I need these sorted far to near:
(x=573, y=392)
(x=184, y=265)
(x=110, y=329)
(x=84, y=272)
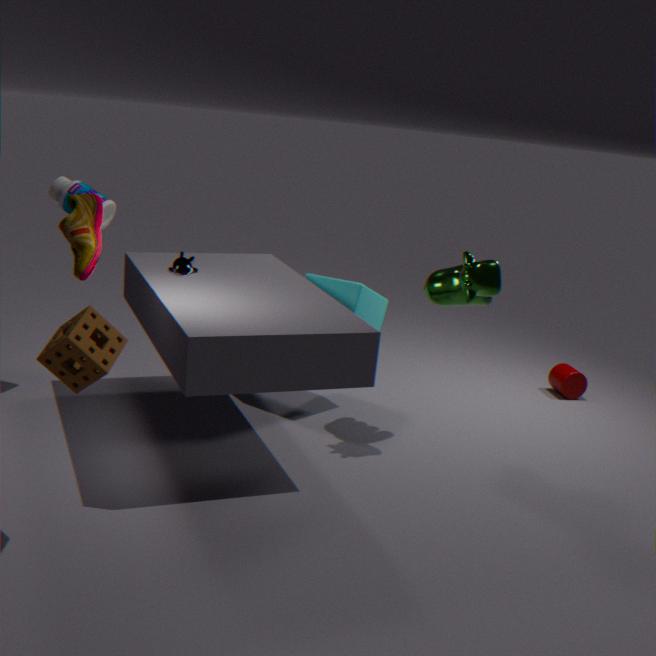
(x=573, y=392)
(x=184, y=265)
(x=84, y=272)
(x=110, y=329)
